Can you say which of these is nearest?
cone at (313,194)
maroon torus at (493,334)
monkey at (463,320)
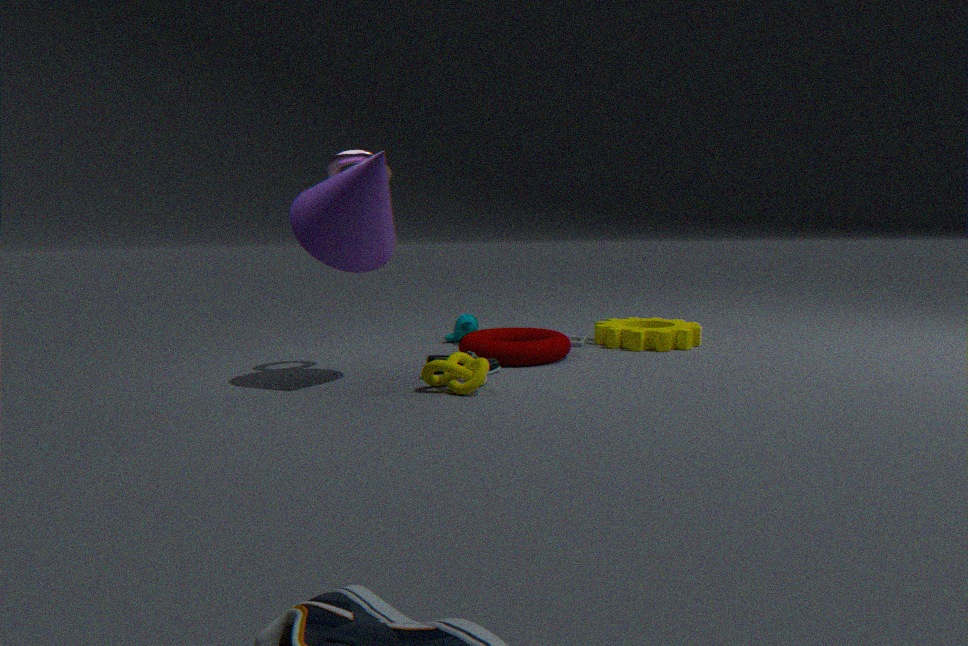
cone at (313,194)
